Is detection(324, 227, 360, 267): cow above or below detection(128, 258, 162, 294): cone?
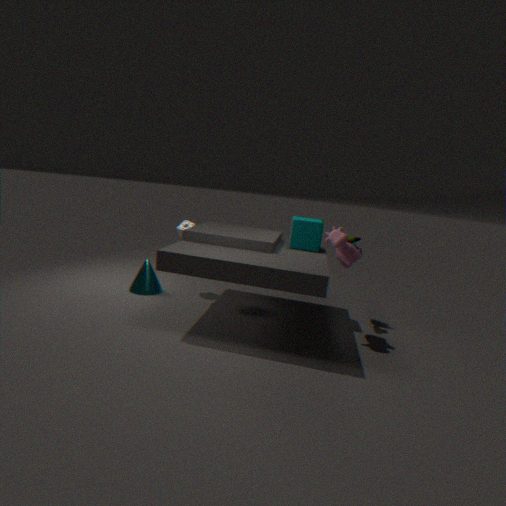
above
